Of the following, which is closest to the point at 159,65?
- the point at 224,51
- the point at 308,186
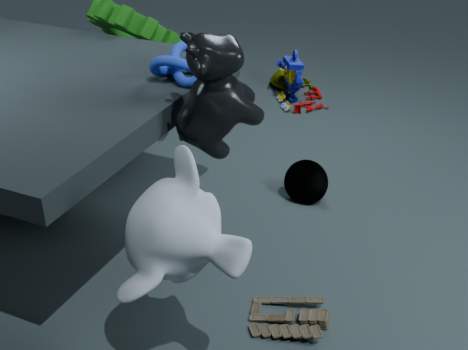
the point at 224,51
